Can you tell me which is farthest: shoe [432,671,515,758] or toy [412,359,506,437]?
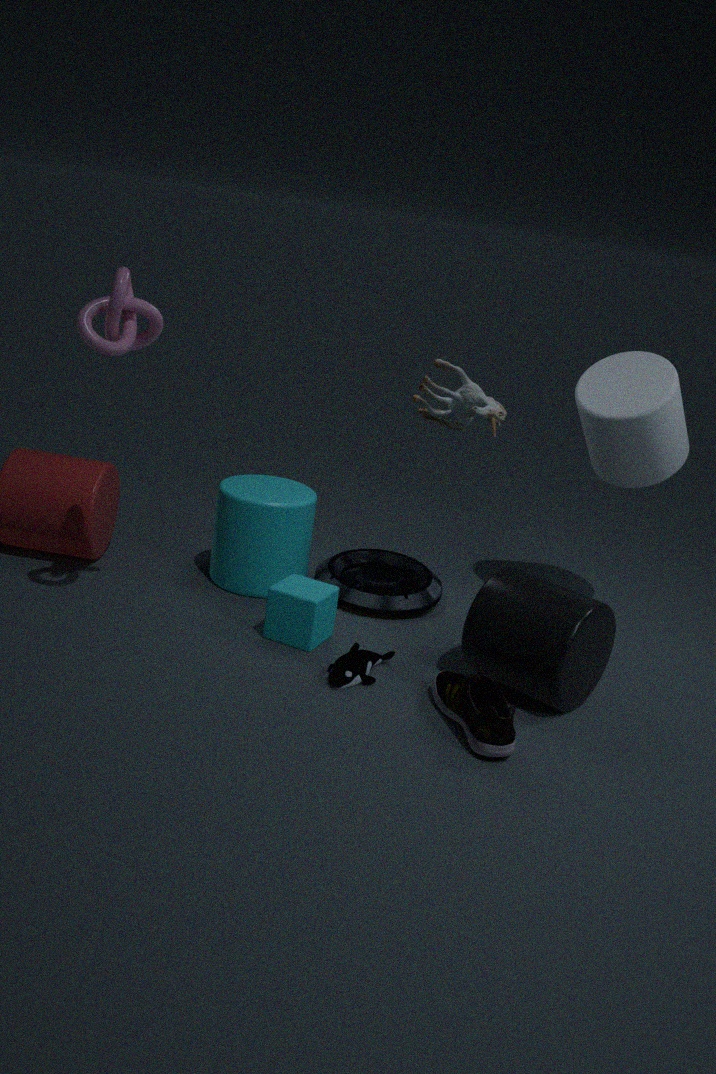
toy [412,359,506,437]
